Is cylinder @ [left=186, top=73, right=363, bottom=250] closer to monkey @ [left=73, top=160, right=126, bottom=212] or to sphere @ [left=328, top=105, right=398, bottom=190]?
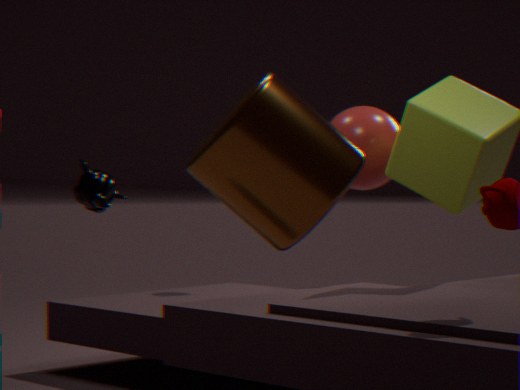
monkey @ [left=73, top=160, right=126, bottom=212]
